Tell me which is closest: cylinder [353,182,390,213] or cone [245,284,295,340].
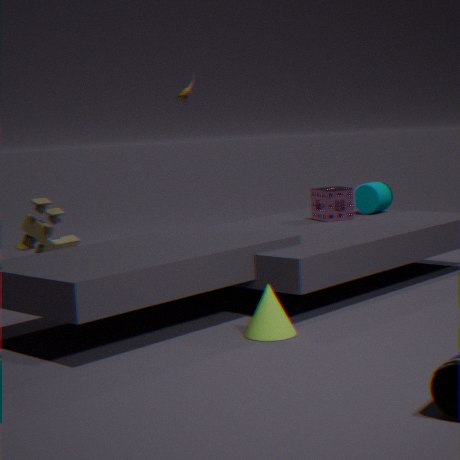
cone [245,284,295,340]
